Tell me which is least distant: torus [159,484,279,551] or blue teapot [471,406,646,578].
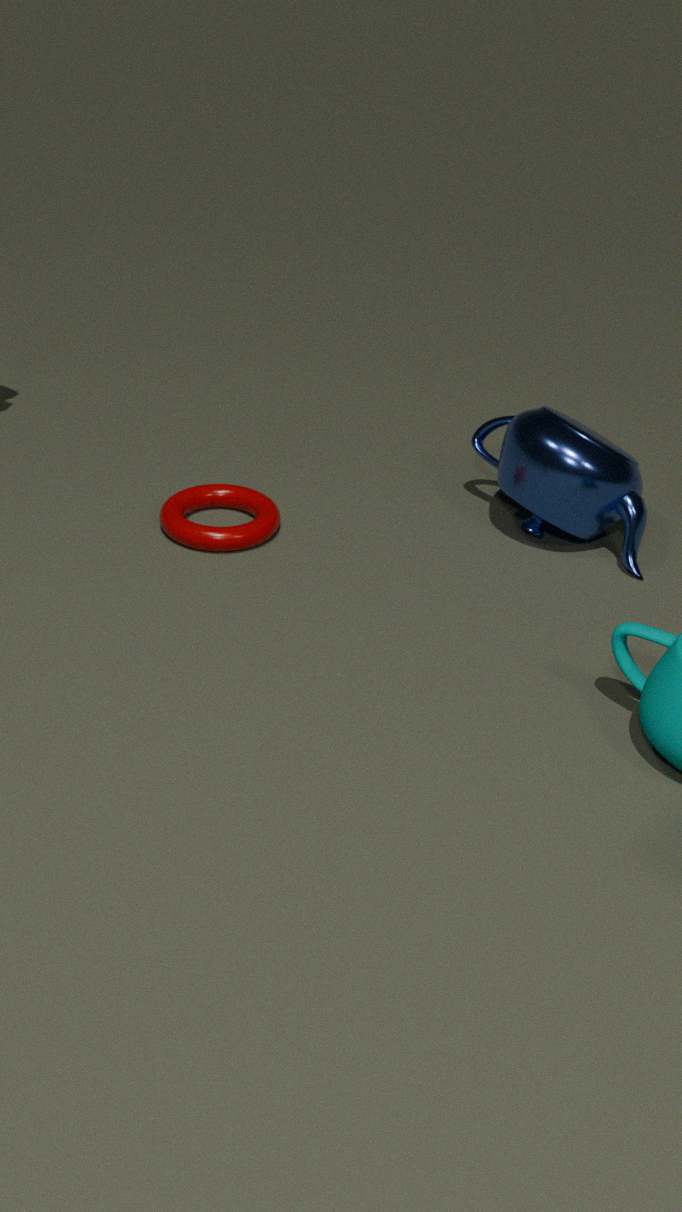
blue teapot [471,406,646,578]
